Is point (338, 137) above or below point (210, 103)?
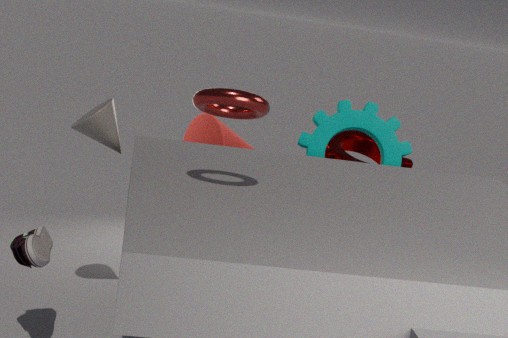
below
